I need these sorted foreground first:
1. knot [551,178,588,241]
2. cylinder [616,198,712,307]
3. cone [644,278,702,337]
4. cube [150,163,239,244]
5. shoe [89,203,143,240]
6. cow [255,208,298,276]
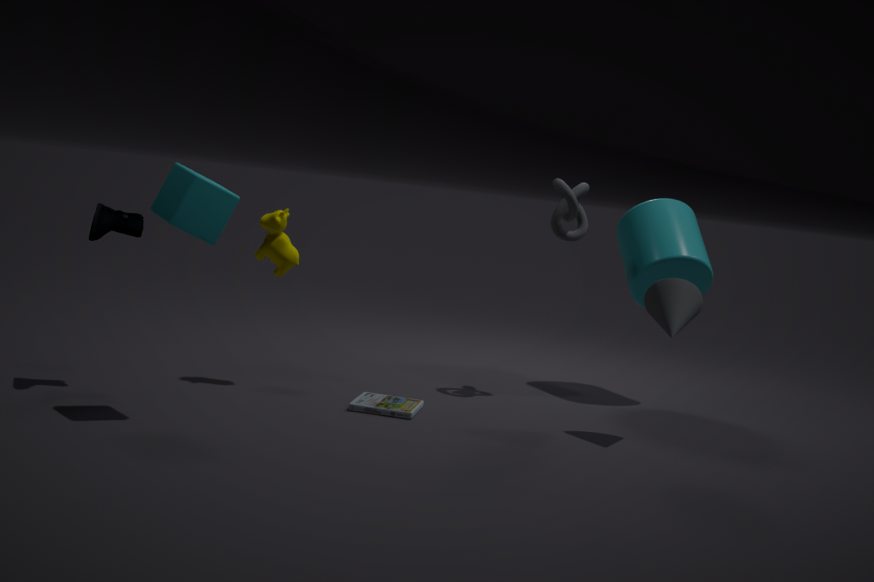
cube [150,163,239,244]
shoe [89,203,143,240]
cone [644,278,702,337]
cow [255,208,298,276]
knot [551,178,588,241]
cylinder [616,198,712,307]
